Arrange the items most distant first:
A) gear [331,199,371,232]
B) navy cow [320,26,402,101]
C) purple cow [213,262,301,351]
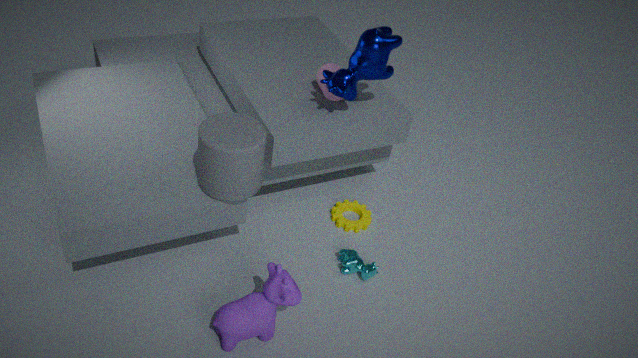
A. gear [331,199,371,232], B. navy cow [320,26,402,101], C. purple cow [213,262,301,351]
